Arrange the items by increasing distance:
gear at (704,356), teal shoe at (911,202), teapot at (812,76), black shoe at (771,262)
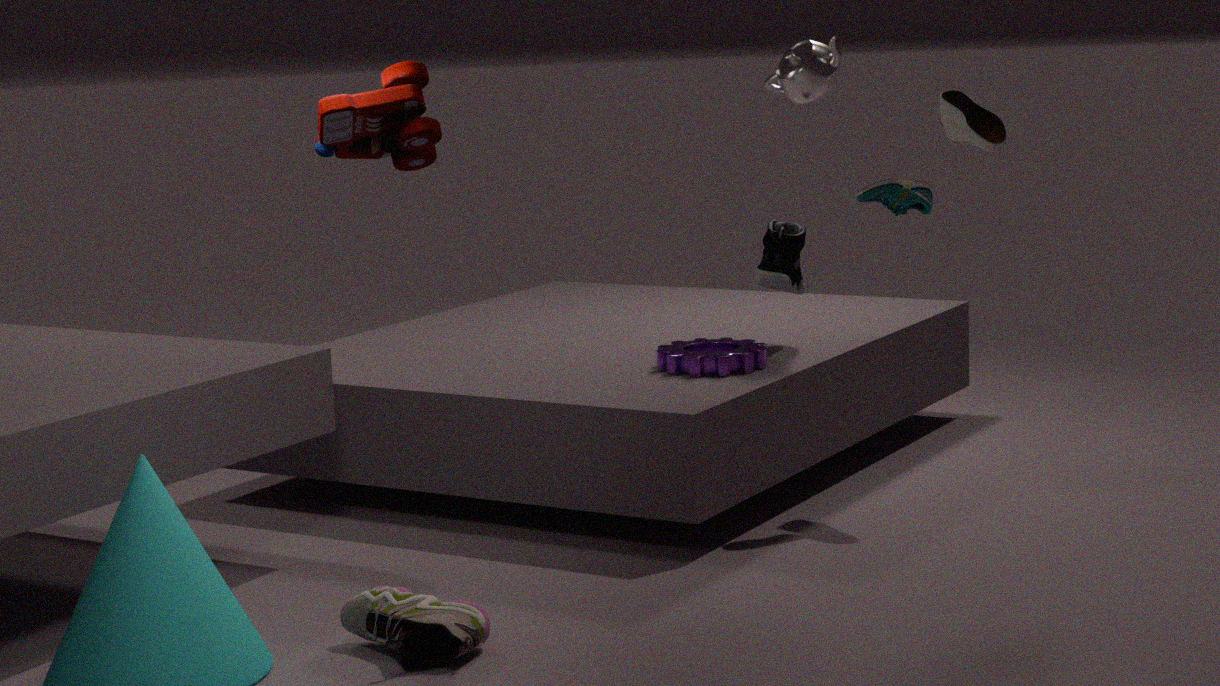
1. teal shoe at (911,202)
2. gear at (704,356)
3. black shoe at (771,262)
4. teapot at (812,76)
